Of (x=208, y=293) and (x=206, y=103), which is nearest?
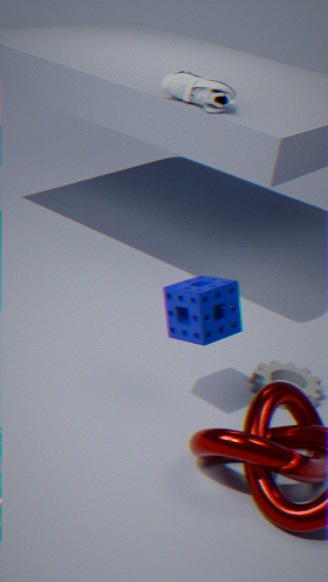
(x=208, y=293)
